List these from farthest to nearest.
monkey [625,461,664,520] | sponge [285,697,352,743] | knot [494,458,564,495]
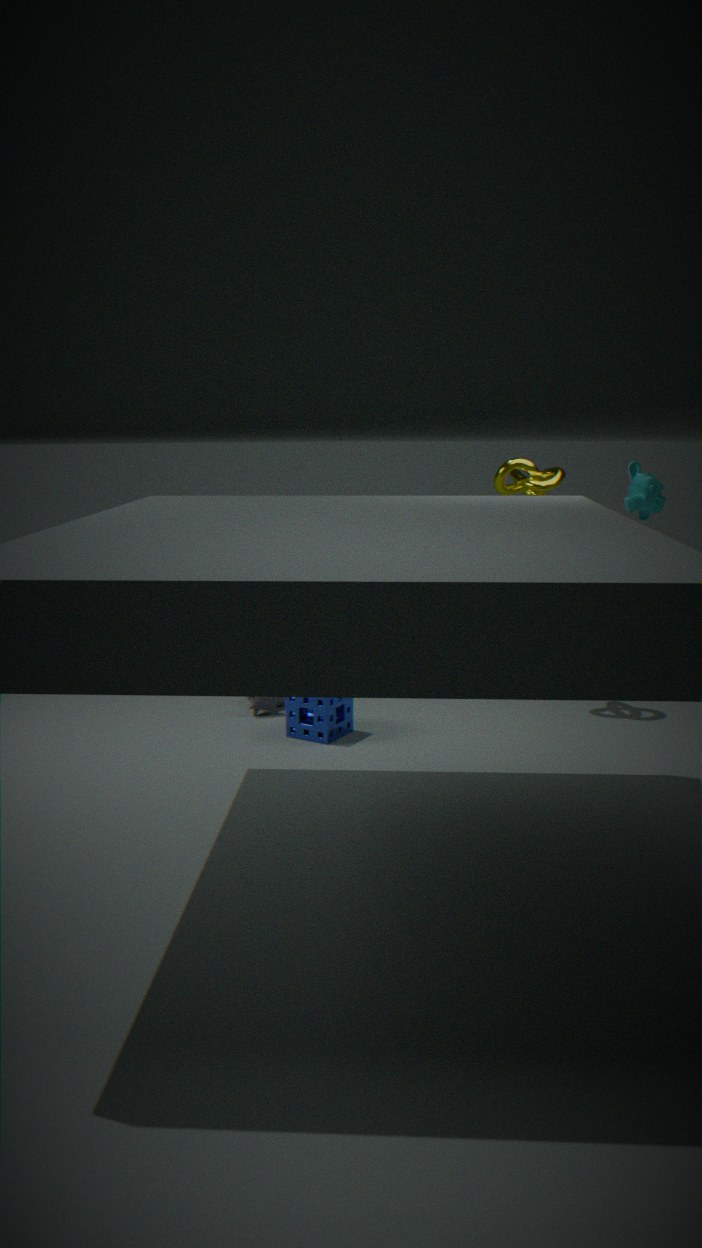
monkey [625,461,664,520] → knot [494,458,564,495] → sponge [285,697,352,743]
